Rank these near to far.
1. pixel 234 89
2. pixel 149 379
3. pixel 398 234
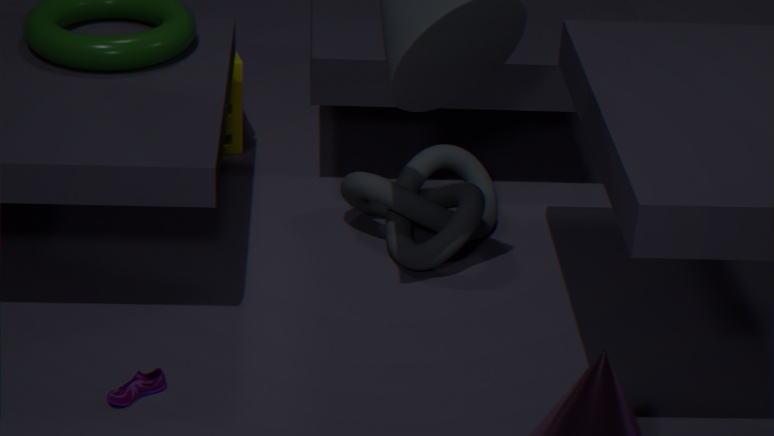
pixel 149 379
pixel 398 234
pixel 234 89
